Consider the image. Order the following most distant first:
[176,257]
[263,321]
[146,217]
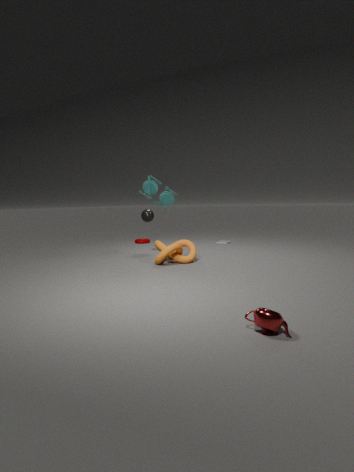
[146,217]
[176,257]
[263,321]
